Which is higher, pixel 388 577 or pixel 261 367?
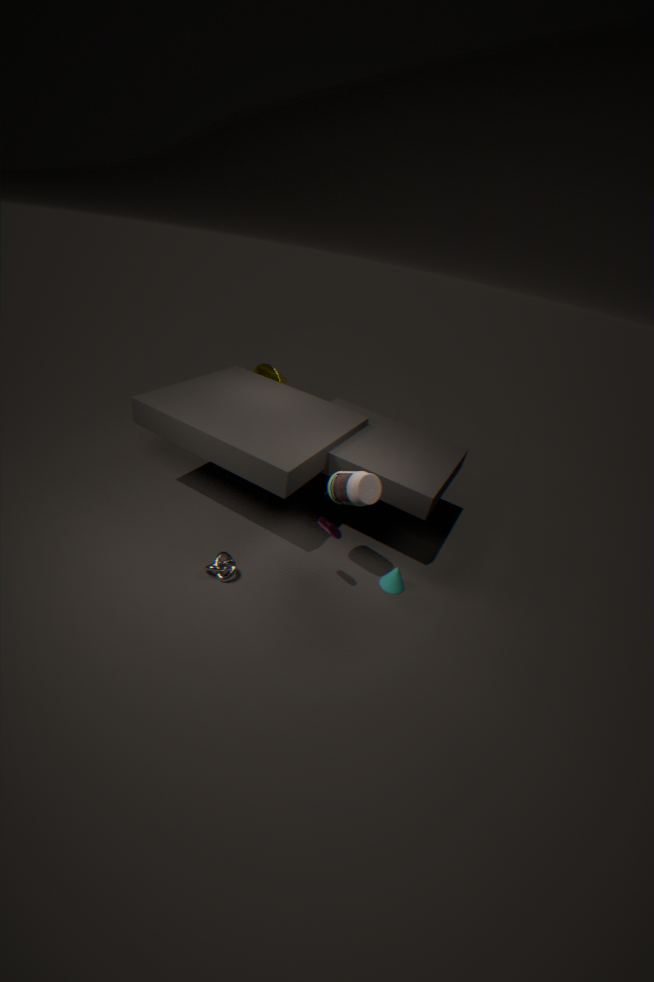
pixel 261 367
